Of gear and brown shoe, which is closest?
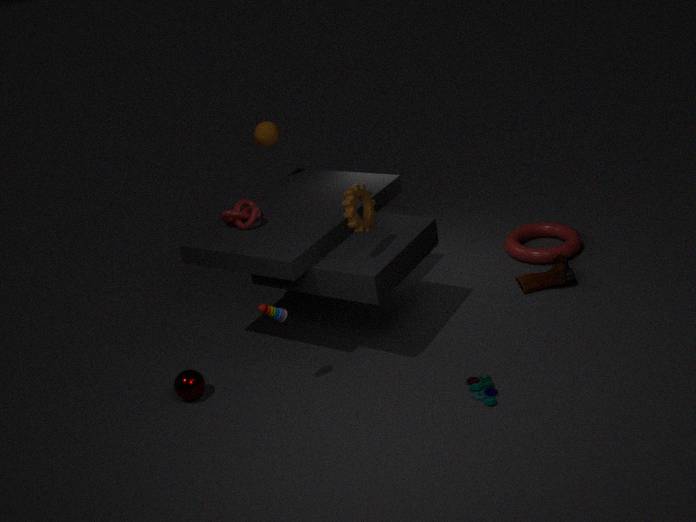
gear
